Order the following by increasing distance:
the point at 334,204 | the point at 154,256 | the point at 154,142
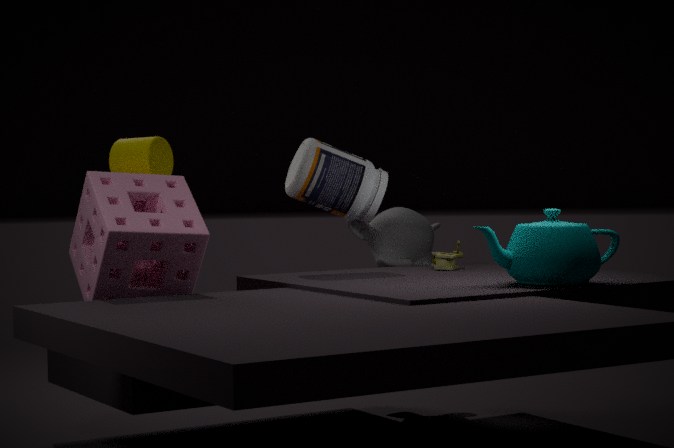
the point at 154,256 < the point at 154,142 < the point at 334,204
